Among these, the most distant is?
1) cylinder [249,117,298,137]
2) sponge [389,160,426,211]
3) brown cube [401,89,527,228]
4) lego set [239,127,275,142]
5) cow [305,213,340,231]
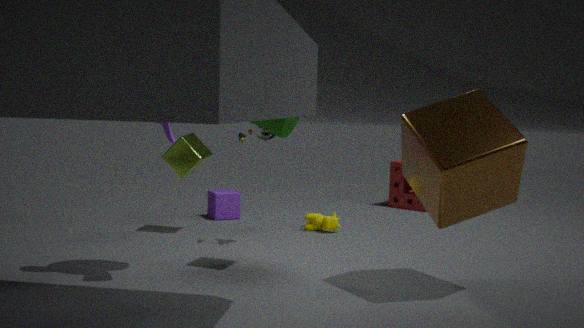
2. sponge [389,160,426,211]
